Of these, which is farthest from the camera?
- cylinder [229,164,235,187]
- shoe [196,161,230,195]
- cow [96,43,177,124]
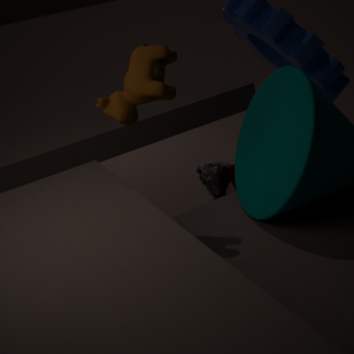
cylinder [229,164,235,187]
